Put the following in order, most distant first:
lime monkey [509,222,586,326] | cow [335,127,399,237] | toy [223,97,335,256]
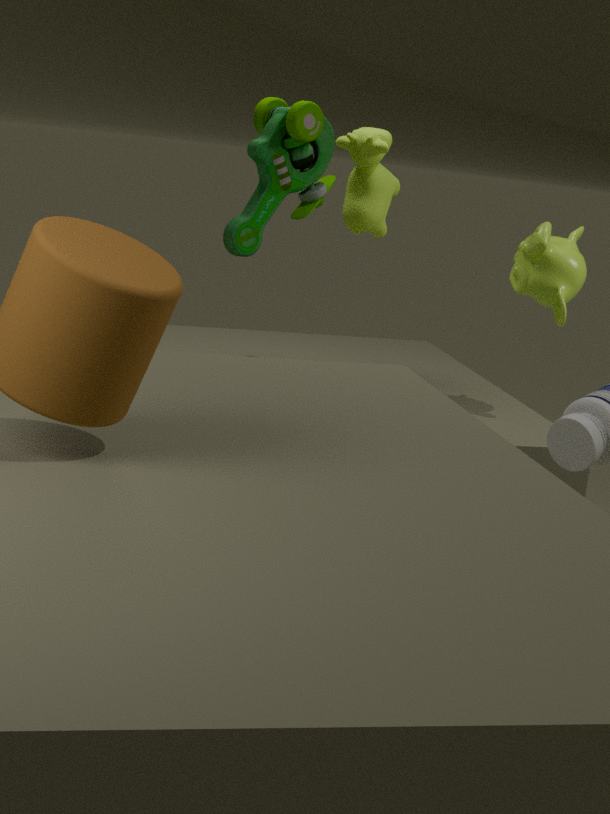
cow [335,127,399,237] < lime monkey [509,222,586,326] < toy [223,97,335,256]
